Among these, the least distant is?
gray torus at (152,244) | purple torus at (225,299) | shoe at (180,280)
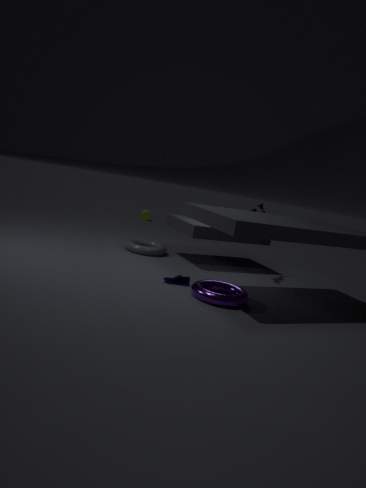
purple torus at (225,299)
